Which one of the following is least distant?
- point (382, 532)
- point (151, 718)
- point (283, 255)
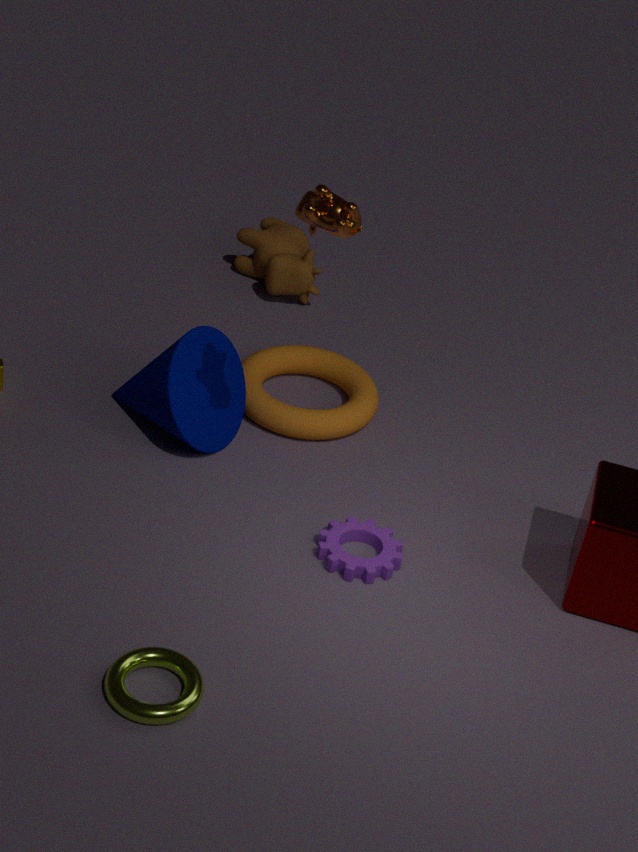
point (151, 718)
